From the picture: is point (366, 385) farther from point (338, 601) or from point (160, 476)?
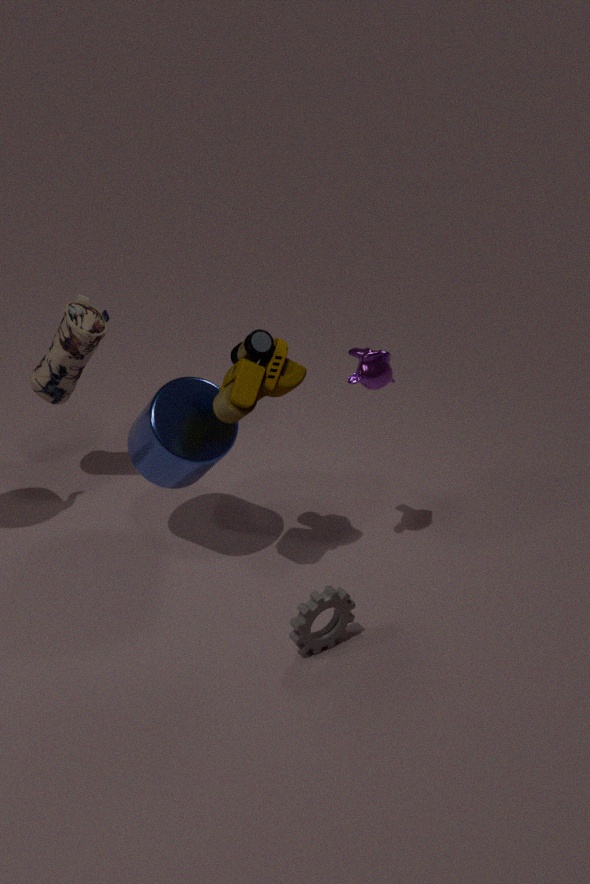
point (338, 601)
